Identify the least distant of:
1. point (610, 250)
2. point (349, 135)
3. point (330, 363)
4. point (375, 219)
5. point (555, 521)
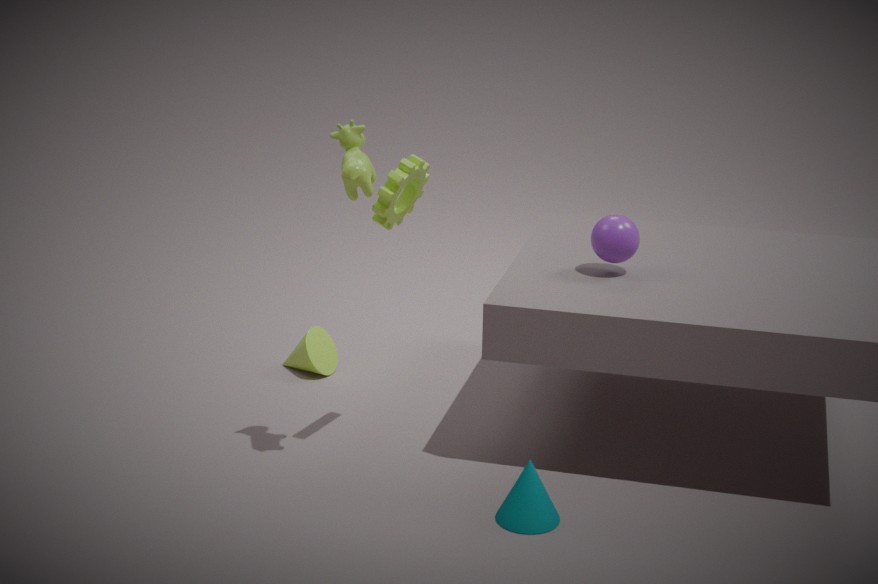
point (555, 521)
